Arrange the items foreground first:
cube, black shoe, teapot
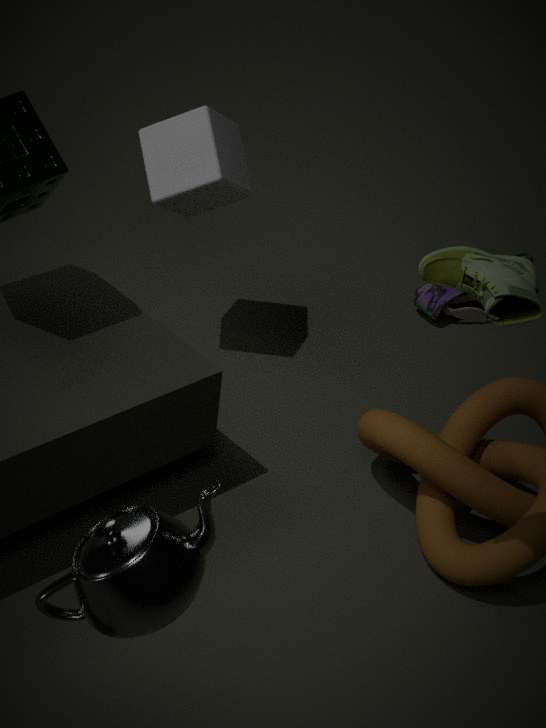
teapot → cube → black shoe
